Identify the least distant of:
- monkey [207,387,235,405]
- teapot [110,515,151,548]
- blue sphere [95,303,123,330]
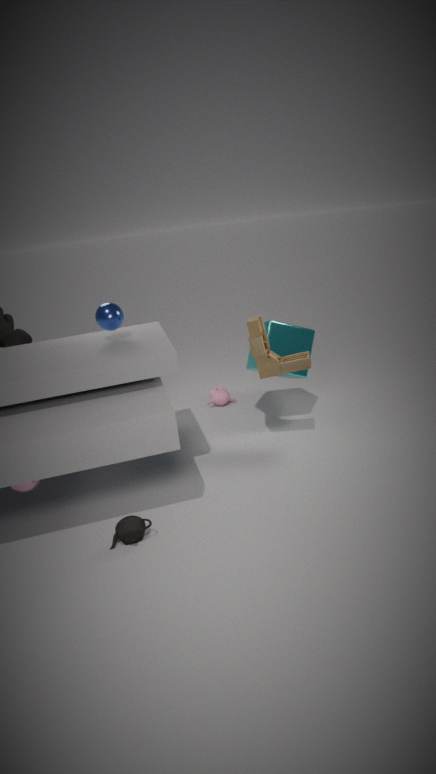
teapot [110,515,151,548]
